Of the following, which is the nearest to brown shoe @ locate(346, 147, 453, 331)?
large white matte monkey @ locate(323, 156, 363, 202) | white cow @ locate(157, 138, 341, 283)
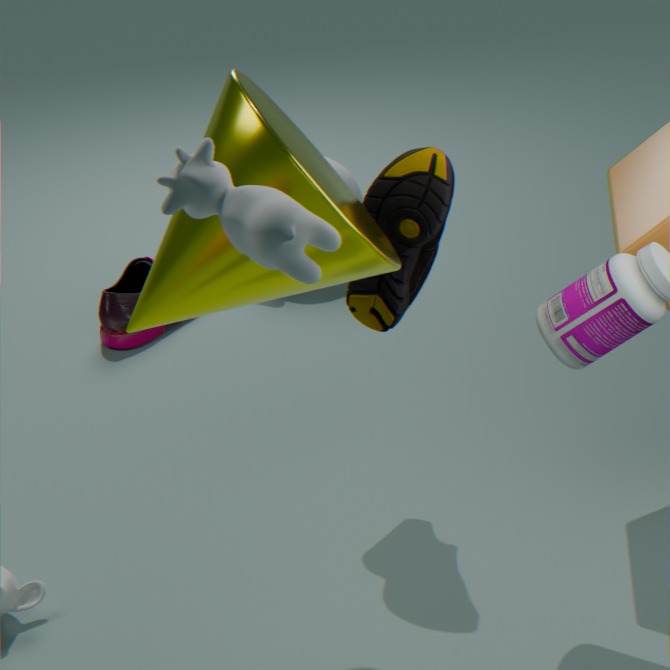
white cow @ locate(157, 138, 341, 283)
